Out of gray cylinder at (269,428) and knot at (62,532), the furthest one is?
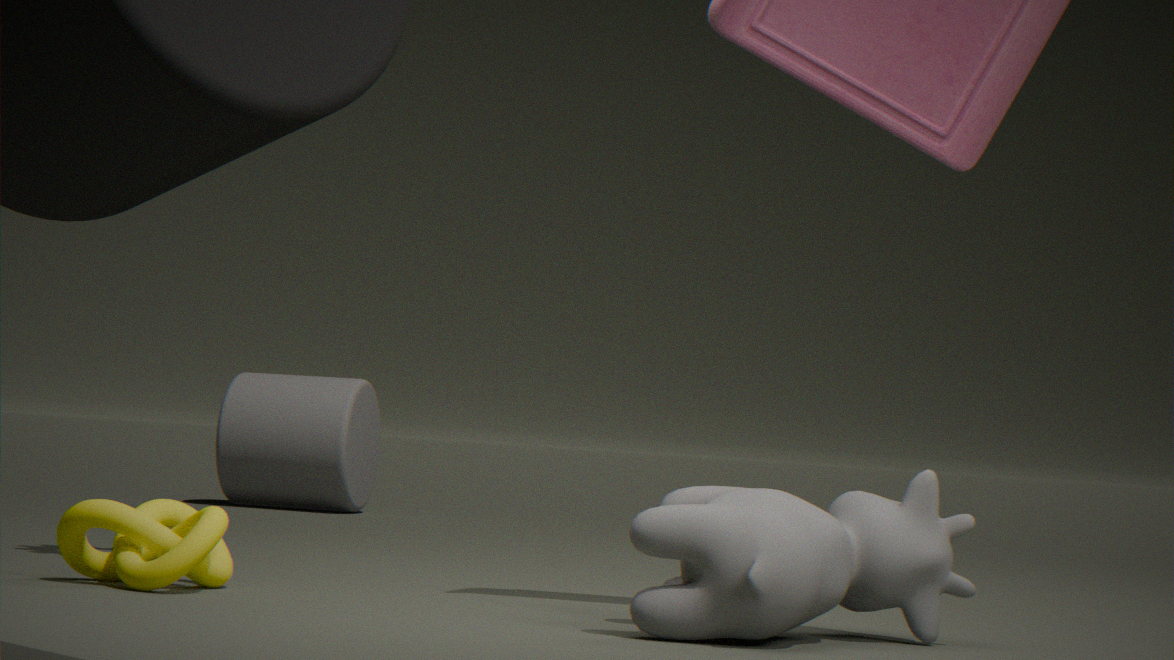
gray cylinder at (269,428)
